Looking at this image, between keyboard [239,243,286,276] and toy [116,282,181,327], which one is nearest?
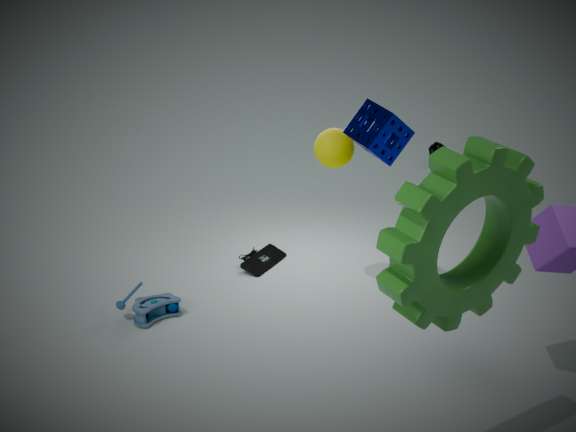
toy [116,282,181,327]
